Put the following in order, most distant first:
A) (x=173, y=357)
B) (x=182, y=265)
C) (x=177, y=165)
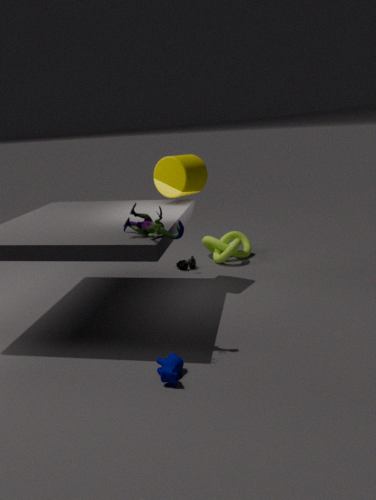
(x=182, y=265) → (x=177, y=165) → (x=173, y=357)
